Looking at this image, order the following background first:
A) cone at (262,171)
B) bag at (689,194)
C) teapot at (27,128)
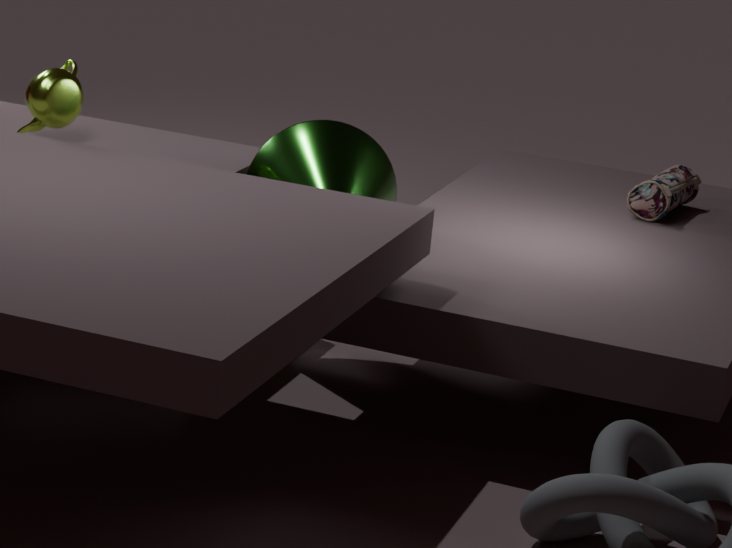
bag at (689,194) → teapot at (27,128) → cone at (262,171)
